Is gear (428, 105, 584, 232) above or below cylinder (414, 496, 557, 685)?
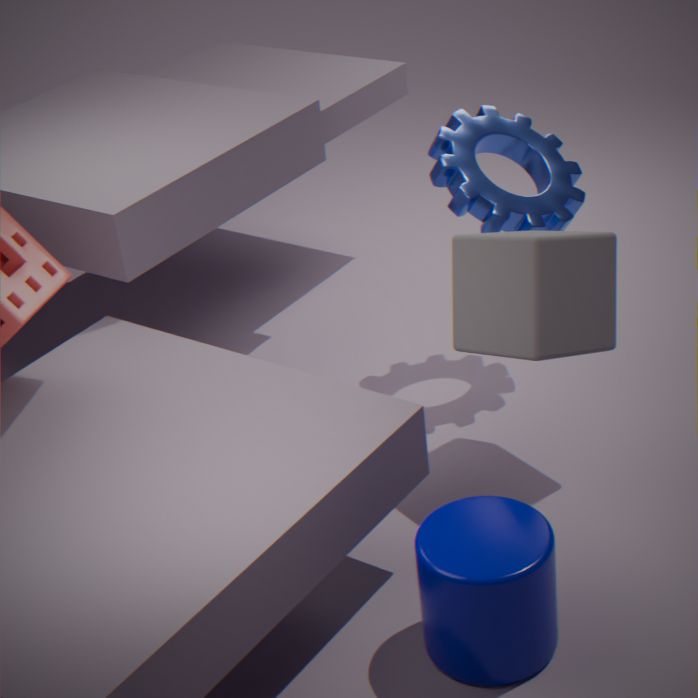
above
